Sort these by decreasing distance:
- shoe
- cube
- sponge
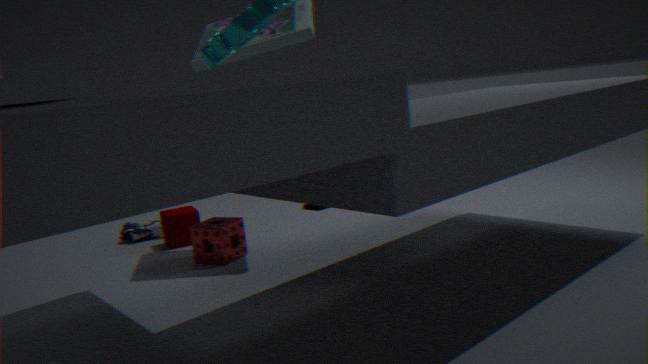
shoe < cube < sponge
